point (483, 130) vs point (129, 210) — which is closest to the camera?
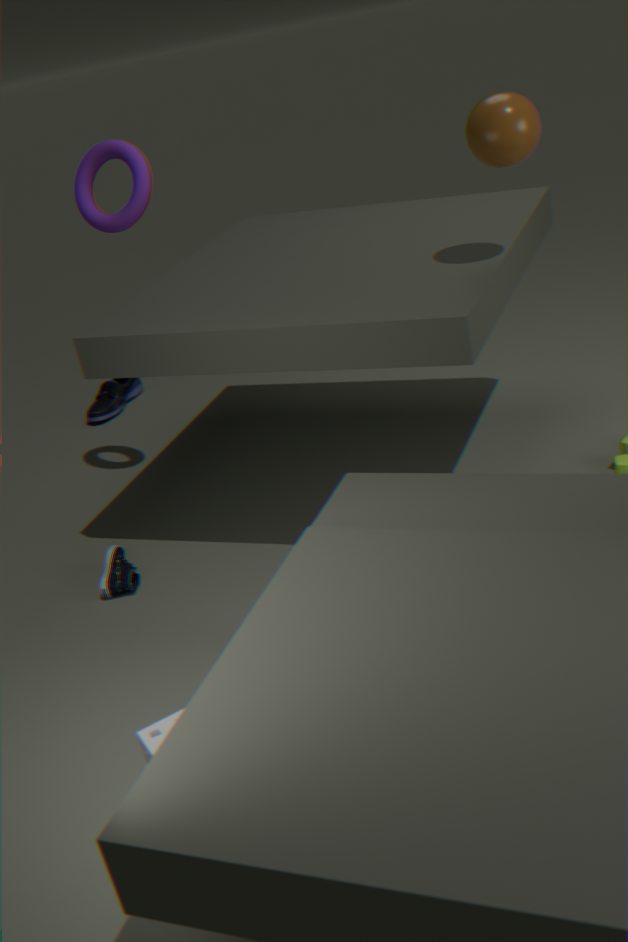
point (483, 130)
